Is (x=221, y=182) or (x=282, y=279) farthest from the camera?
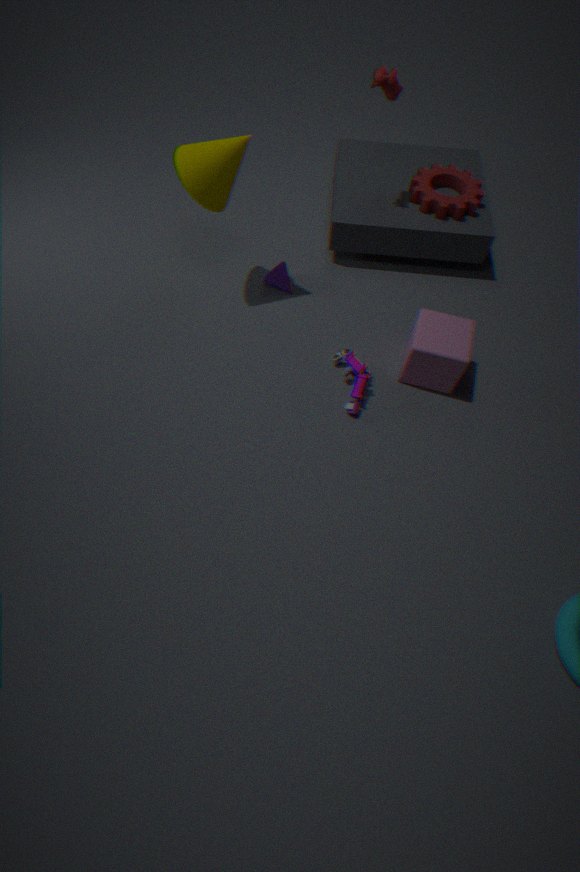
(x=282, y=279)
